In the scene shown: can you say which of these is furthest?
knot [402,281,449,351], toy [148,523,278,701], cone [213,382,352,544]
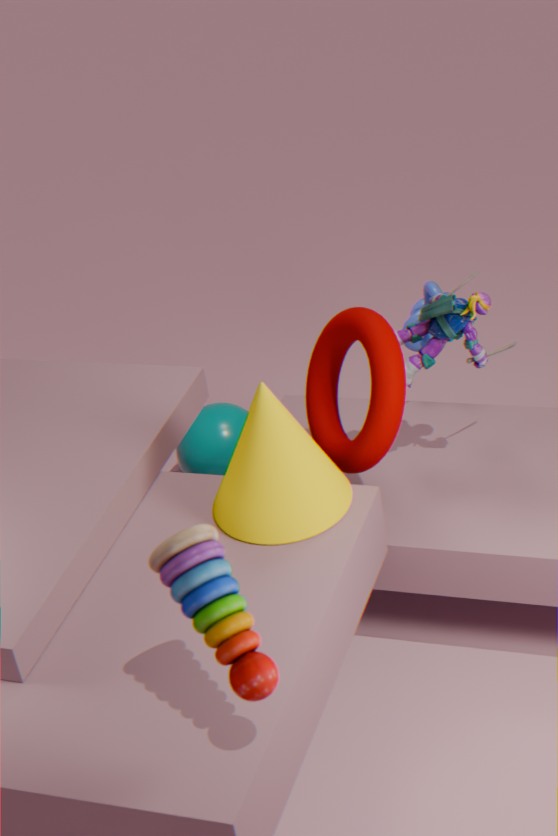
knot [402,281,449,351]
